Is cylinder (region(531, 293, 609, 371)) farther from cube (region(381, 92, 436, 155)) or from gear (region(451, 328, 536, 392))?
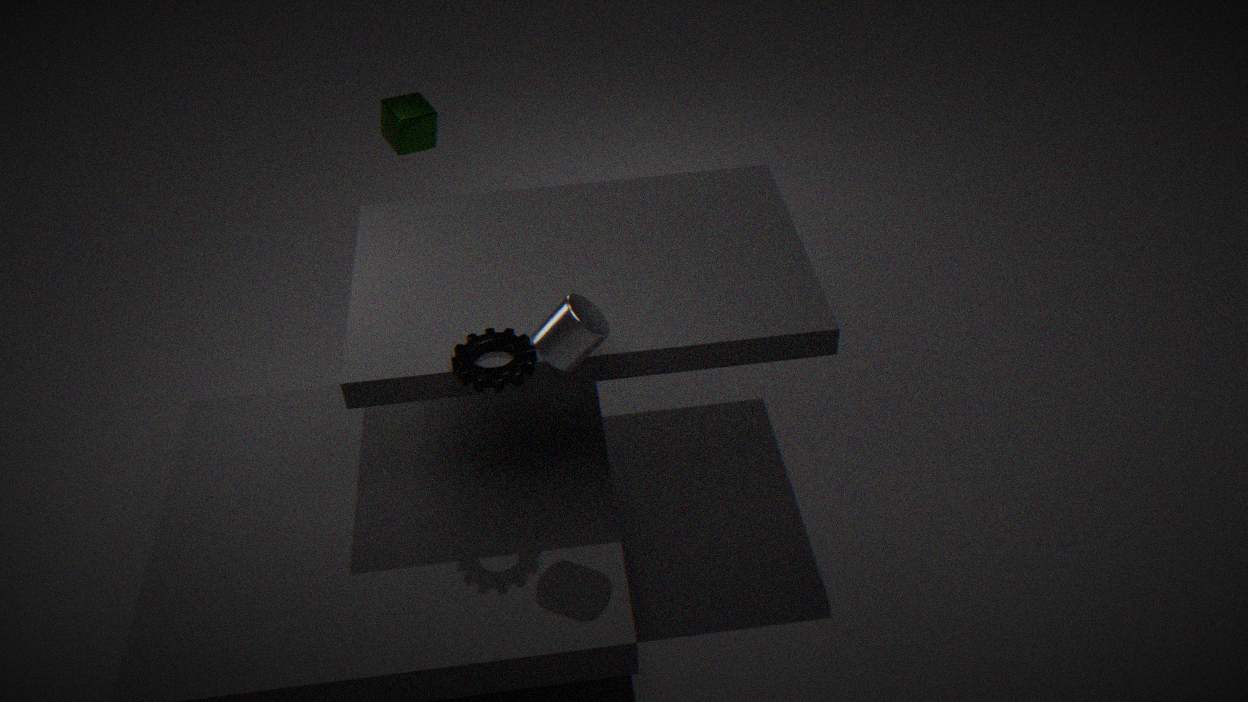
cube (region(381, 92, 436, 155))
